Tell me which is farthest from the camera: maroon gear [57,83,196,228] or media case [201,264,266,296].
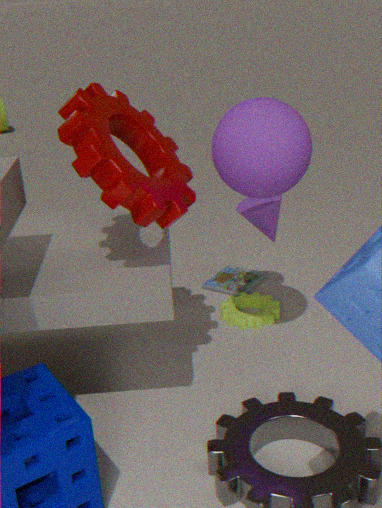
media case [201,264,266,296]
